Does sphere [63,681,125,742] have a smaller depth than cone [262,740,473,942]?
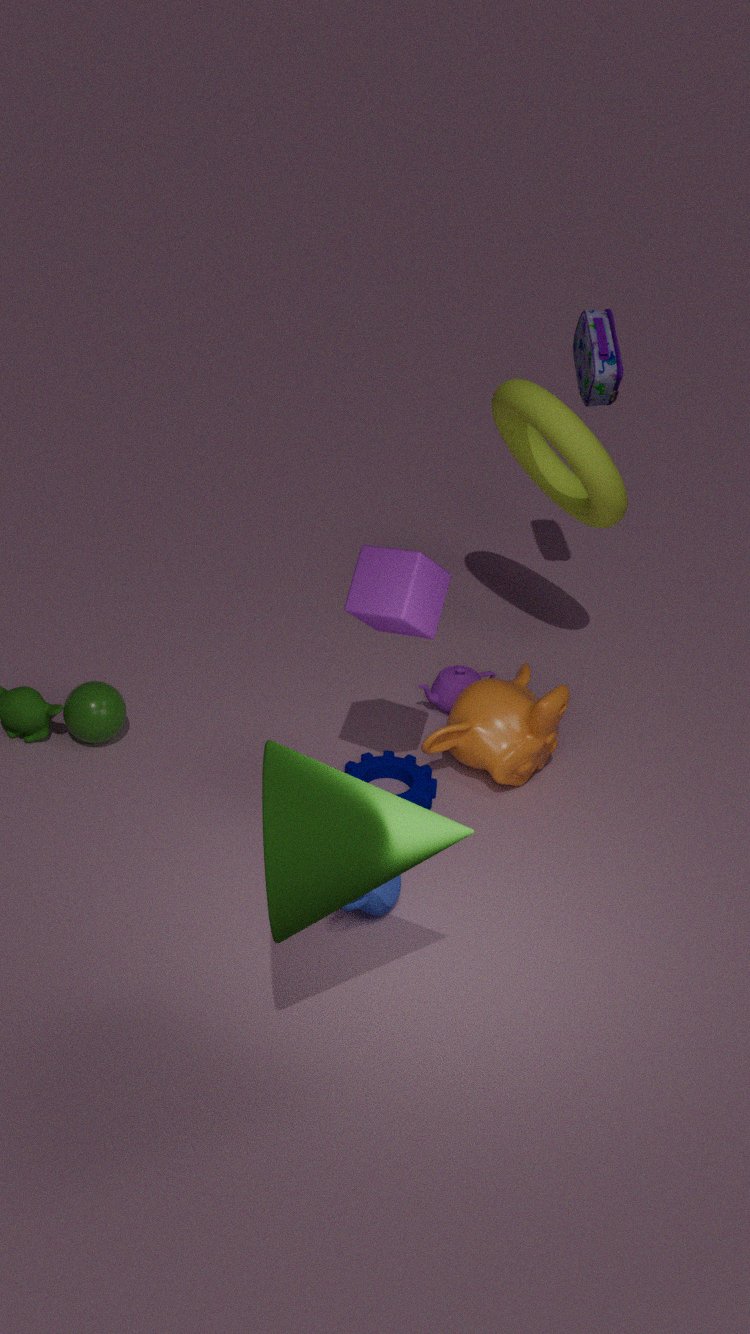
No
